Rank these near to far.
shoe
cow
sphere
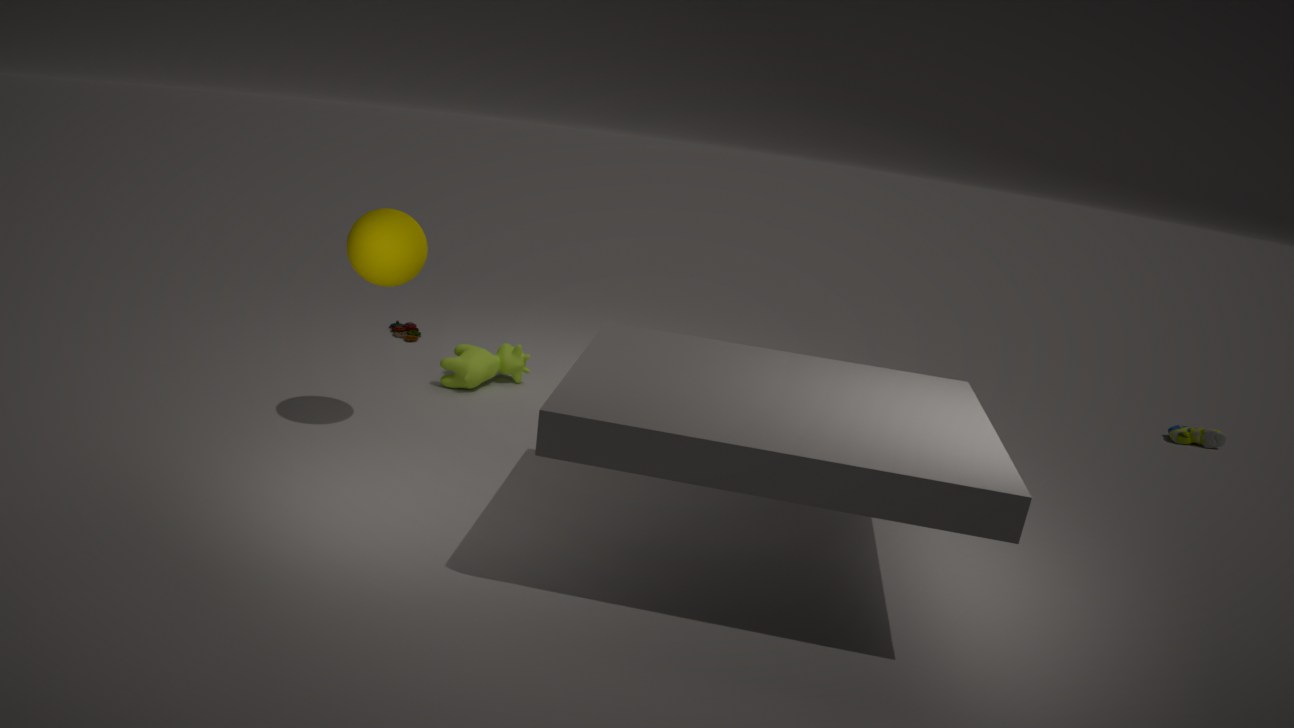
sphere → cow → shoe
